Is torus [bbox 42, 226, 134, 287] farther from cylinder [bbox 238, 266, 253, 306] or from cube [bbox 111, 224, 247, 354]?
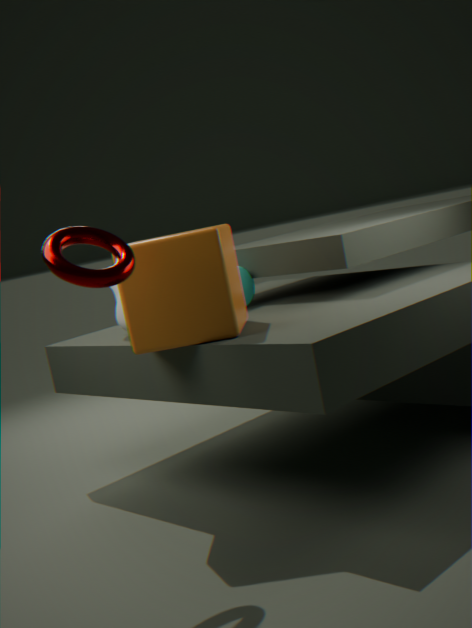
cylinder [bbox 238, 266, 253, 306]
